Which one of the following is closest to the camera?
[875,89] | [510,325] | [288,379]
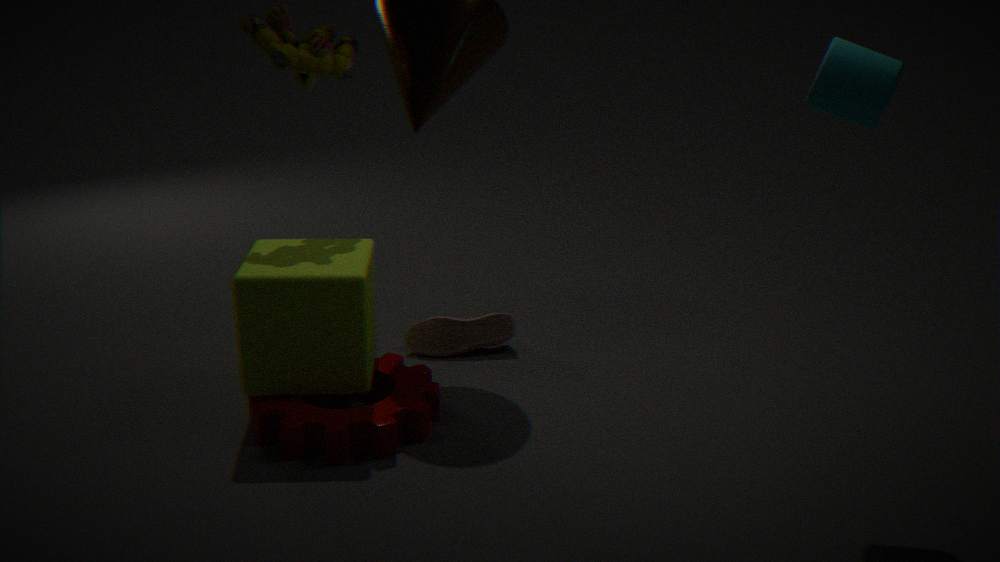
[875,89]
